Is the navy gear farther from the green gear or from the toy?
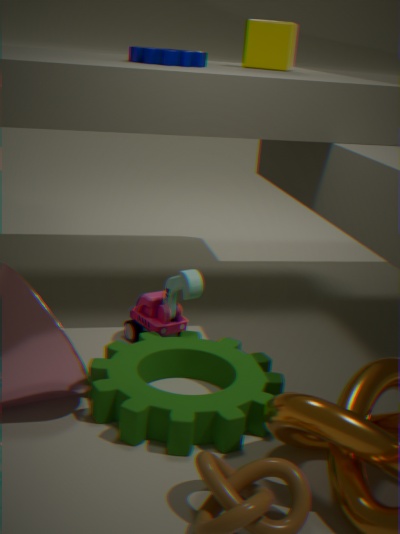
the green gear
